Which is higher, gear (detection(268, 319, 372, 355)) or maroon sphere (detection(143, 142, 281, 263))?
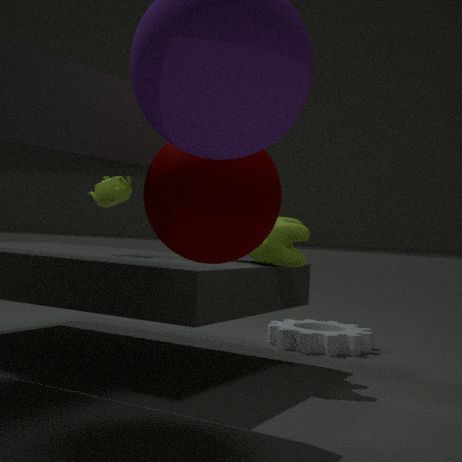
maroon sphere (detection(143, 142, 281, 263))
